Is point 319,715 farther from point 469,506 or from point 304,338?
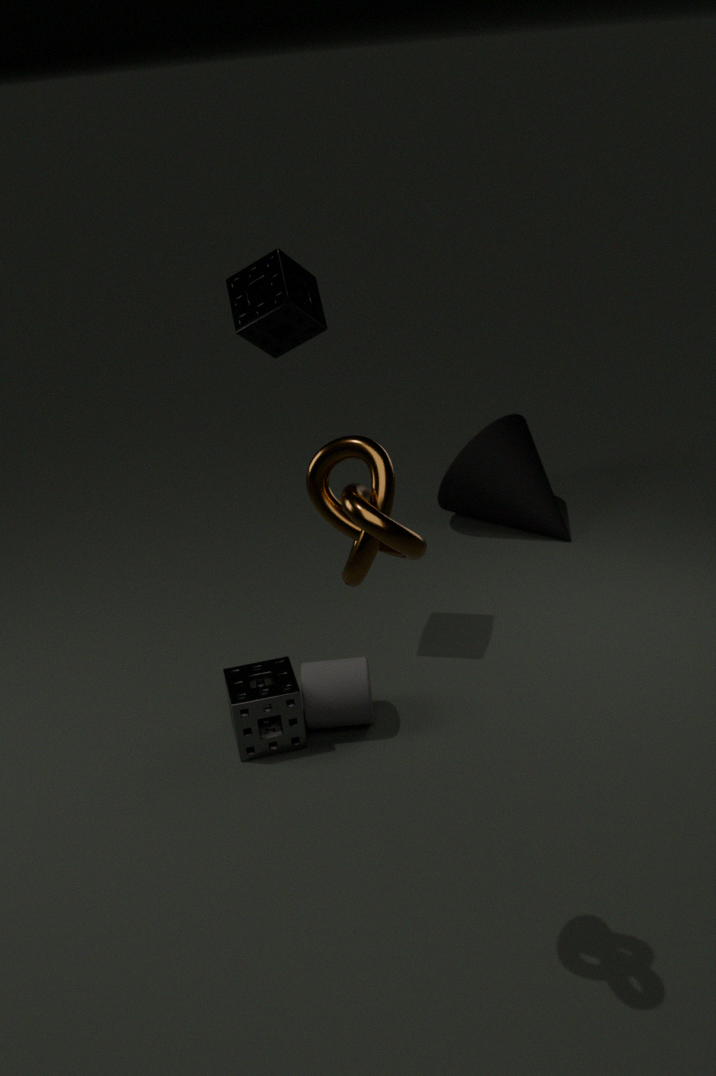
point 469,506
